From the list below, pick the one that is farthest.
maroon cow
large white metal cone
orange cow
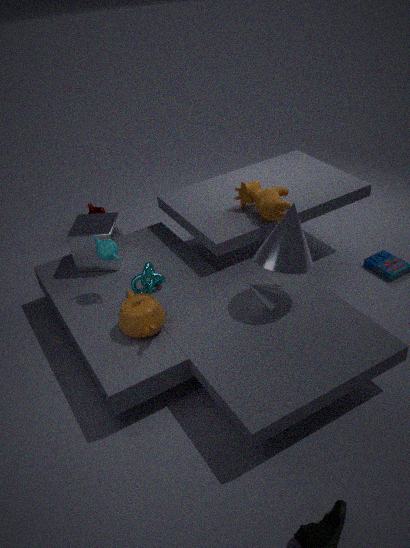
maroon cow
